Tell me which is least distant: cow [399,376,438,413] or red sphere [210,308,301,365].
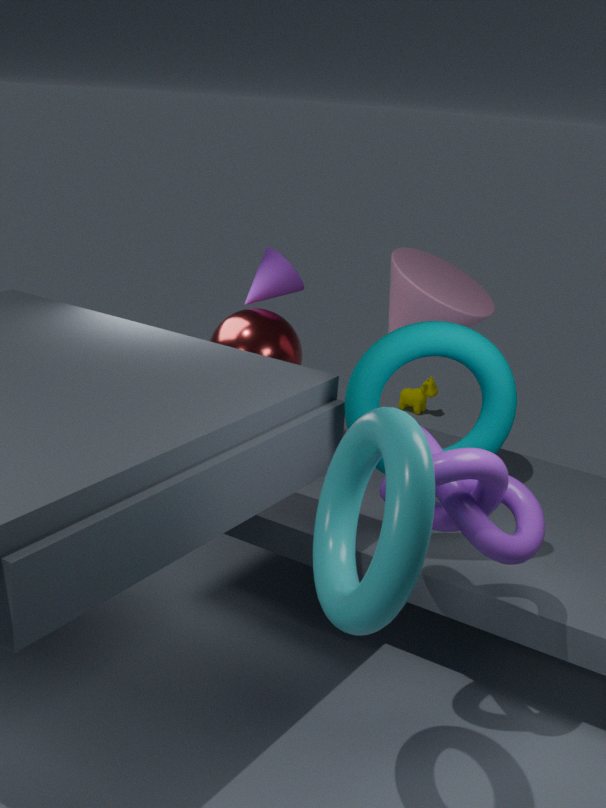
red sphere [210,308,301,365]
